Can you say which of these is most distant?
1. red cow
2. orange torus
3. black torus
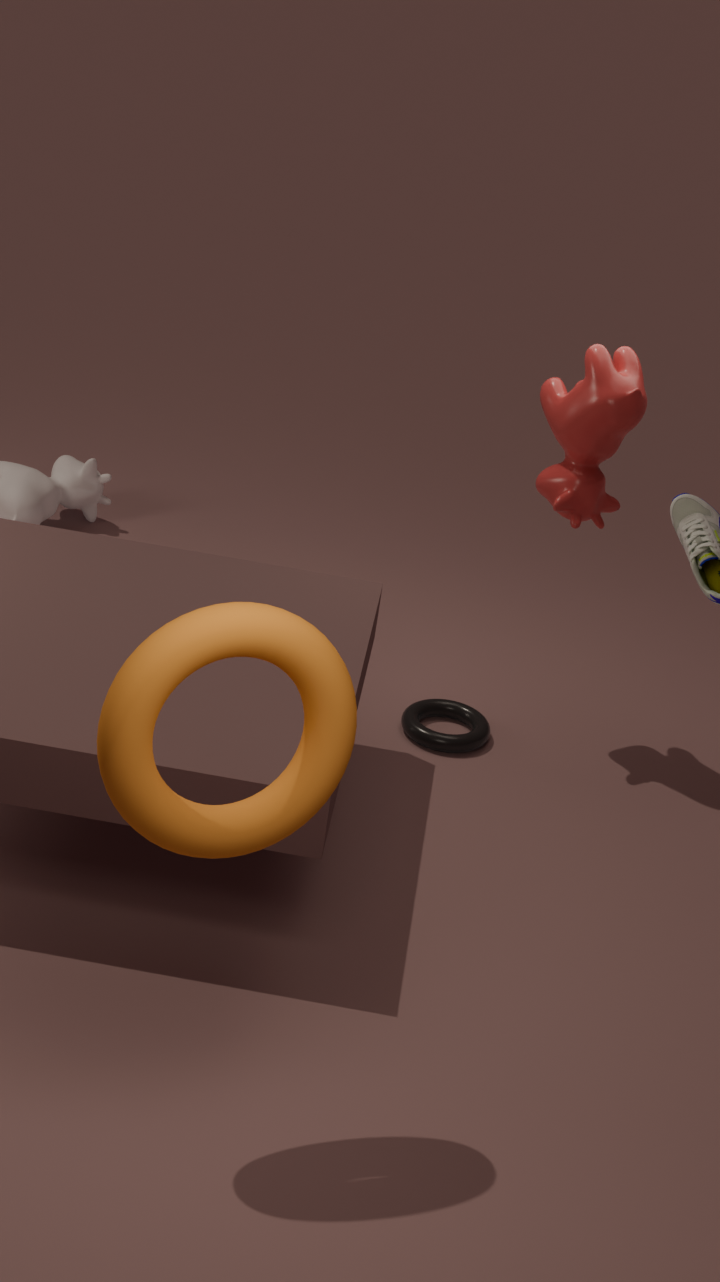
black torus
